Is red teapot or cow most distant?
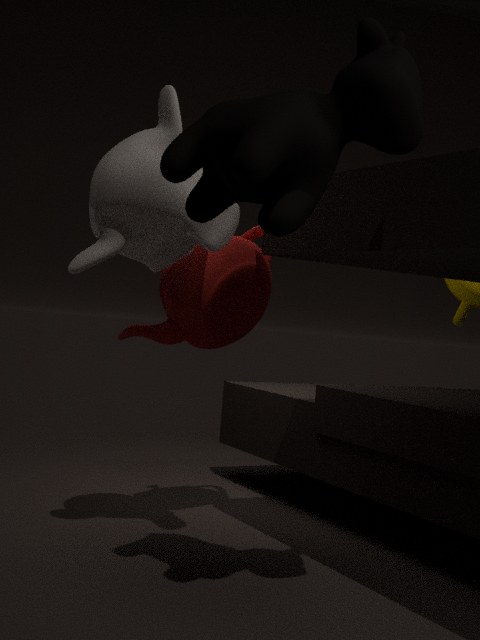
red teapot
